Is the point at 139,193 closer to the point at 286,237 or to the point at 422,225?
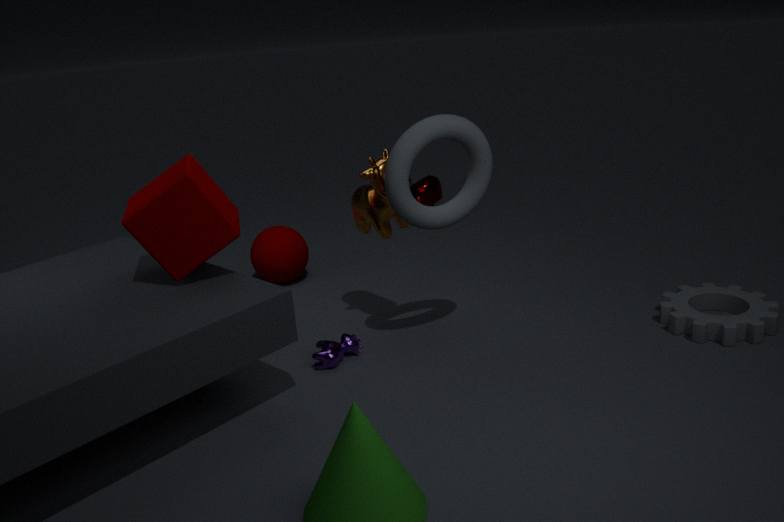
→ the point at 422,225
